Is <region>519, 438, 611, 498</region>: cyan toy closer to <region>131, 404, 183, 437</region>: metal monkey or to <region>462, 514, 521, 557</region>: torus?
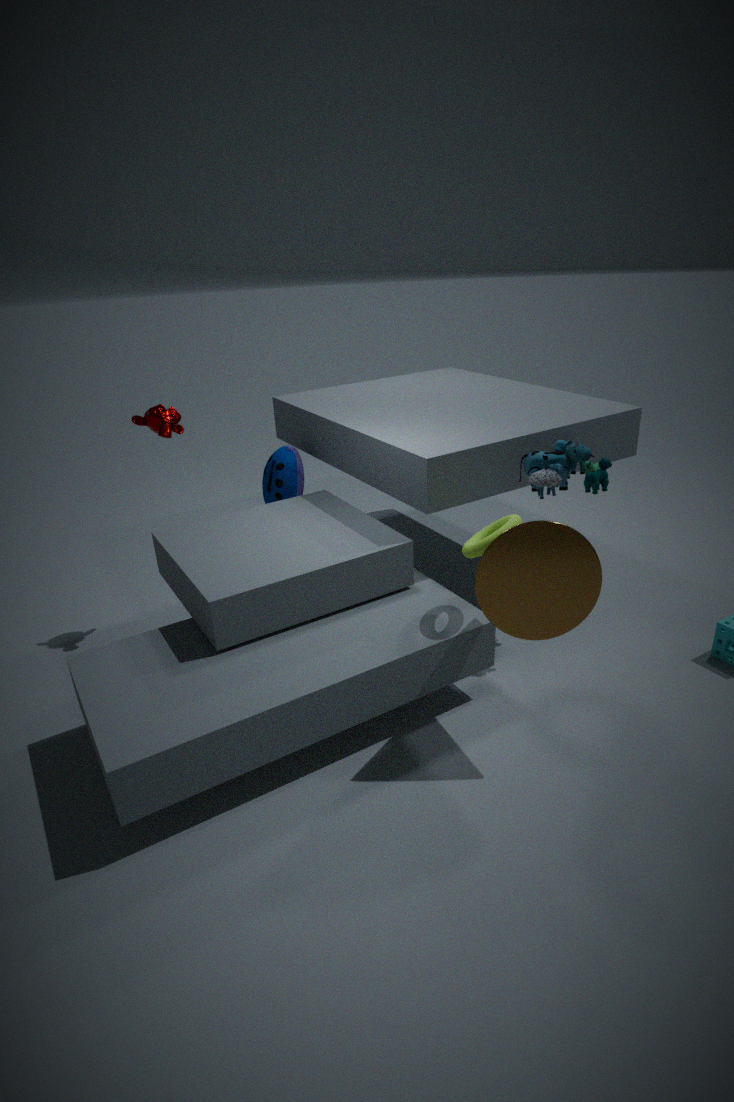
<region>462, 514, 521, 557</region>: torus
